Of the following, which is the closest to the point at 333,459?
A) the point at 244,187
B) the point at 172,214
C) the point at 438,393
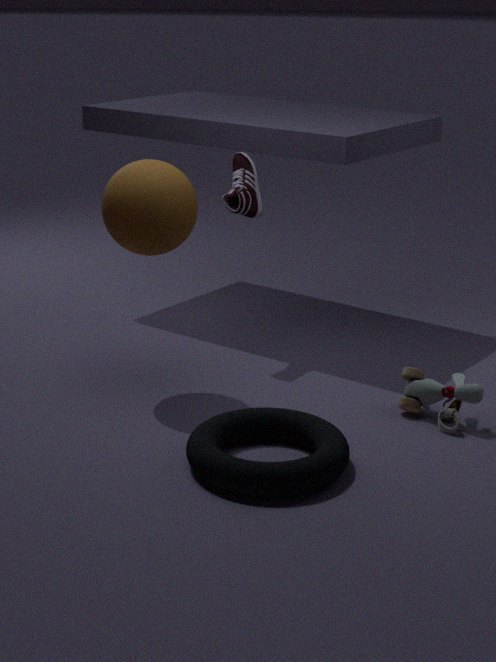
the point at 438,393
